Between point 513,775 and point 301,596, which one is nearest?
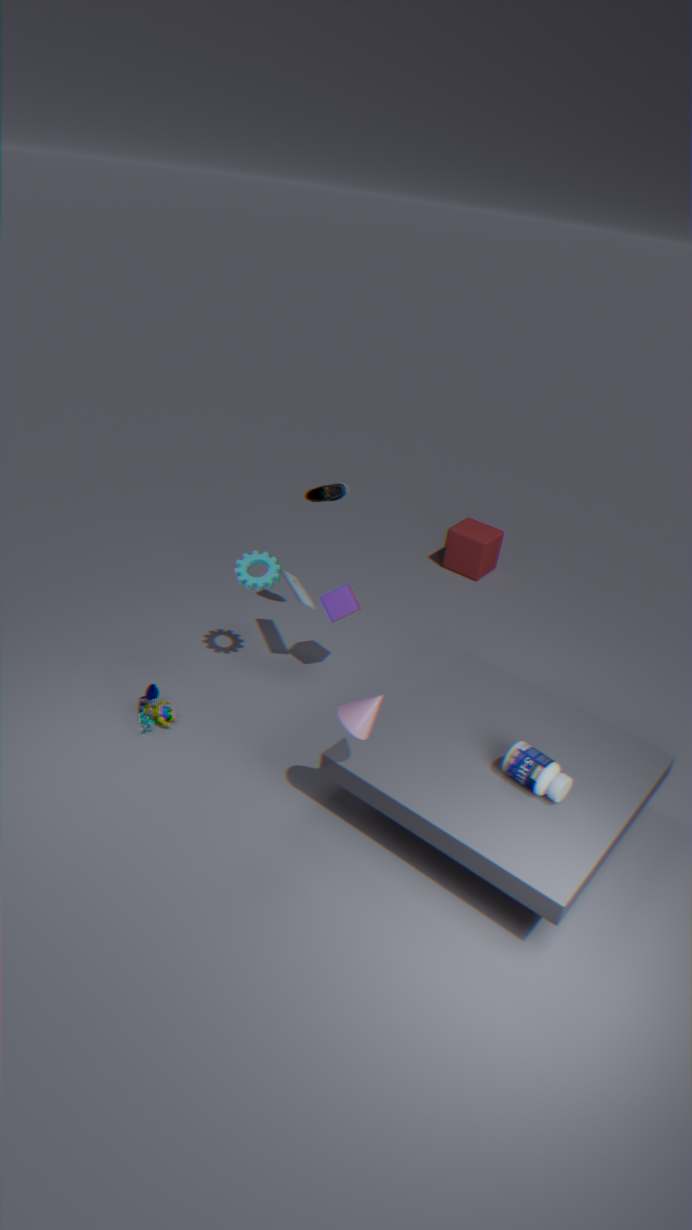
point 513,775
